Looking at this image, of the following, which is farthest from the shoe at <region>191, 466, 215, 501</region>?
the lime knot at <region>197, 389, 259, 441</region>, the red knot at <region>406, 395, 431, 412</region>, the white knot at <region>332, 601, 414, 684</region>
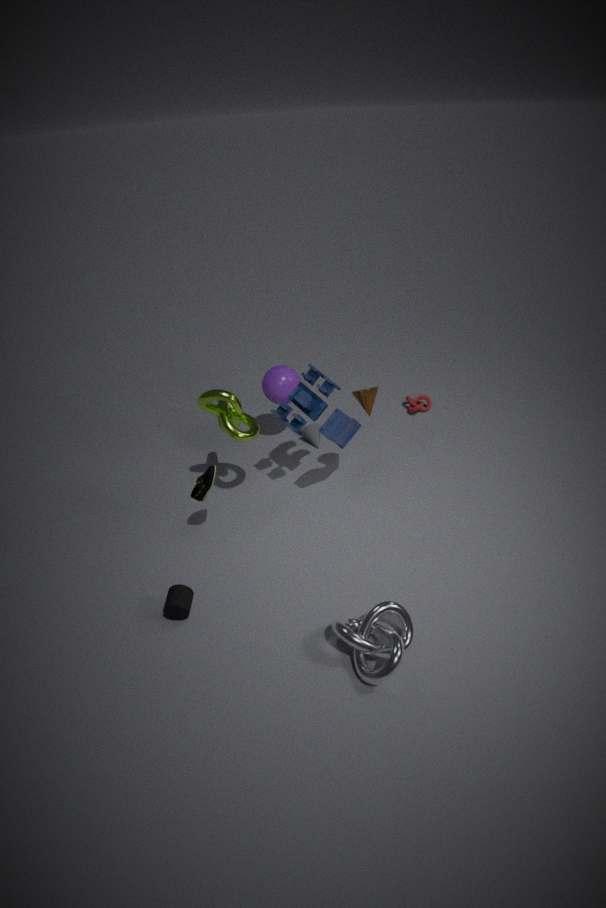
the red knot at <region>406, 395, 431, 412</region>
